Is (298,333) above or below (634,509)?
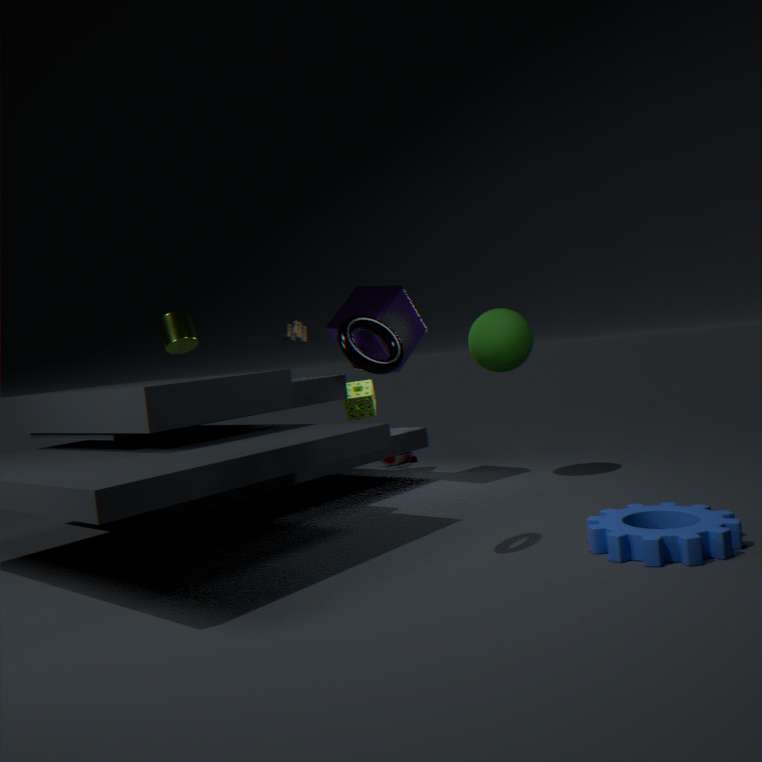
above
